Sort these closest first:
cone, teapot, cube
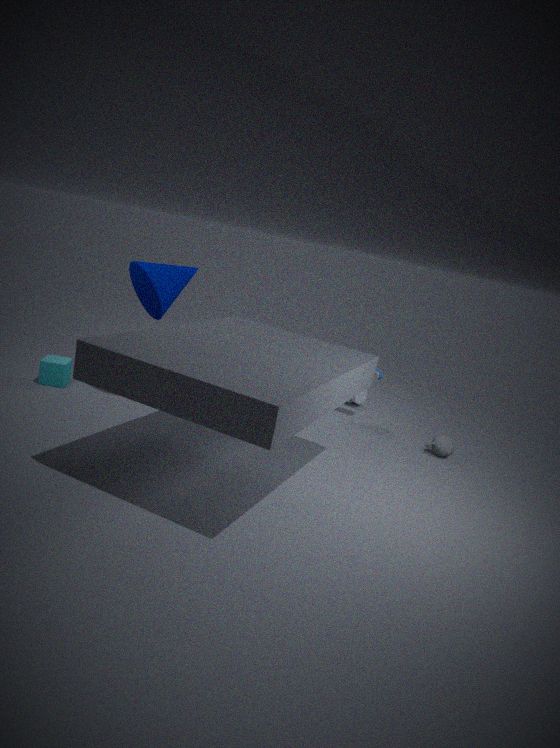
cone < cube < teapot
